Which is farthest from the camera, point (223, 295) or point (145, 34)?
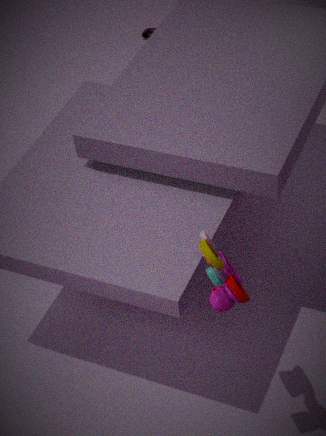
point (145, 34)
